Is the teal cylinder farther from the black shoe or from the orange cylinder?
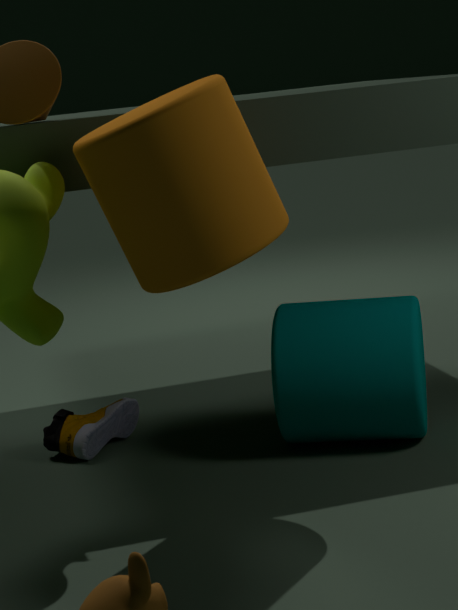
the black shoe
